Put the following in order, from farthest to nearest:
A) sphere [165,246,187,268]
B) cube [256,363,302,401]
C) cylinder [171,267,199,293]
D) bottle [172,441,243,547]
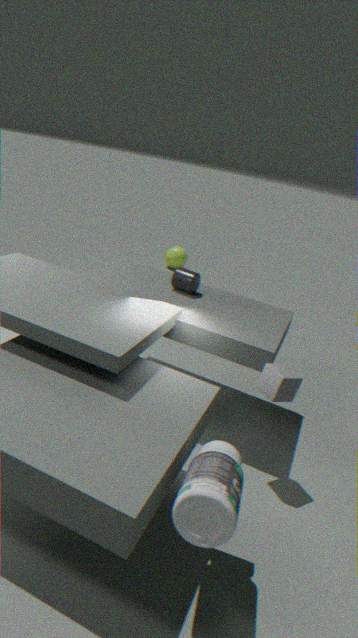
sphere [165,246,187,268] < cylinder [171,267,199,293] < cube [256,363,302,401] < bottle [172,441,243,547]
